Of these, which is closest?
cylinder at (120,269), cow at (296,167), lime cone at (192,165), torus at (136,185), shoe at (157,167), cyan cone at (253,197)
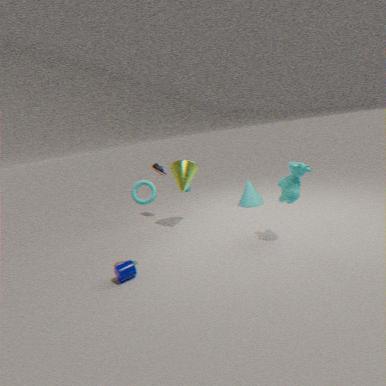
cylinder at (120,269)
